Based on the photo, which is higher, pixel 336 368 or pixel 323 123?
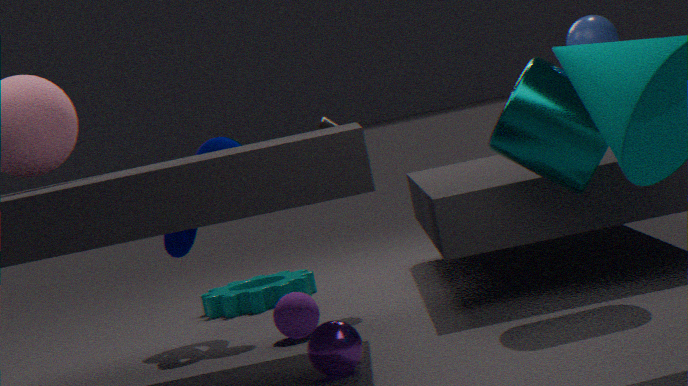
pixel 323 123
